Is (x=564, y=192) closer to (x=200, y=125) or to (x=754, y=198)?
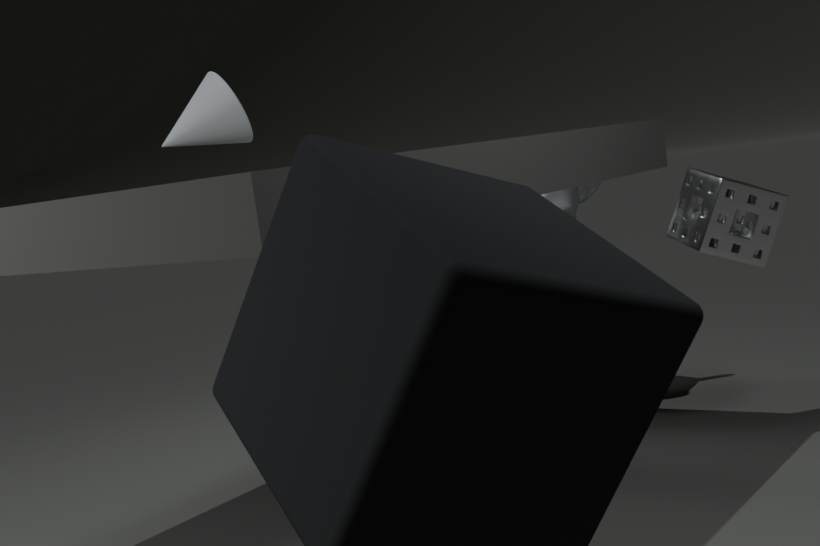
(x=754, y=198)
